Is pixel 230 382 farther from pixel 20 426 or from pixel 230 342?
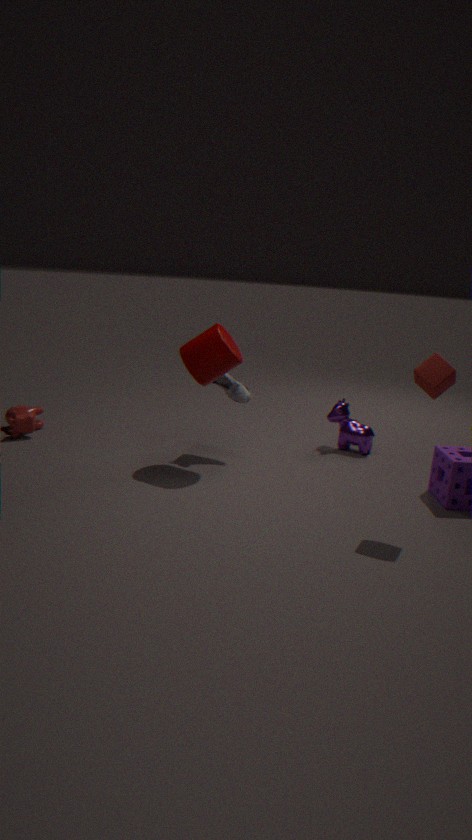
pixel 20 426
